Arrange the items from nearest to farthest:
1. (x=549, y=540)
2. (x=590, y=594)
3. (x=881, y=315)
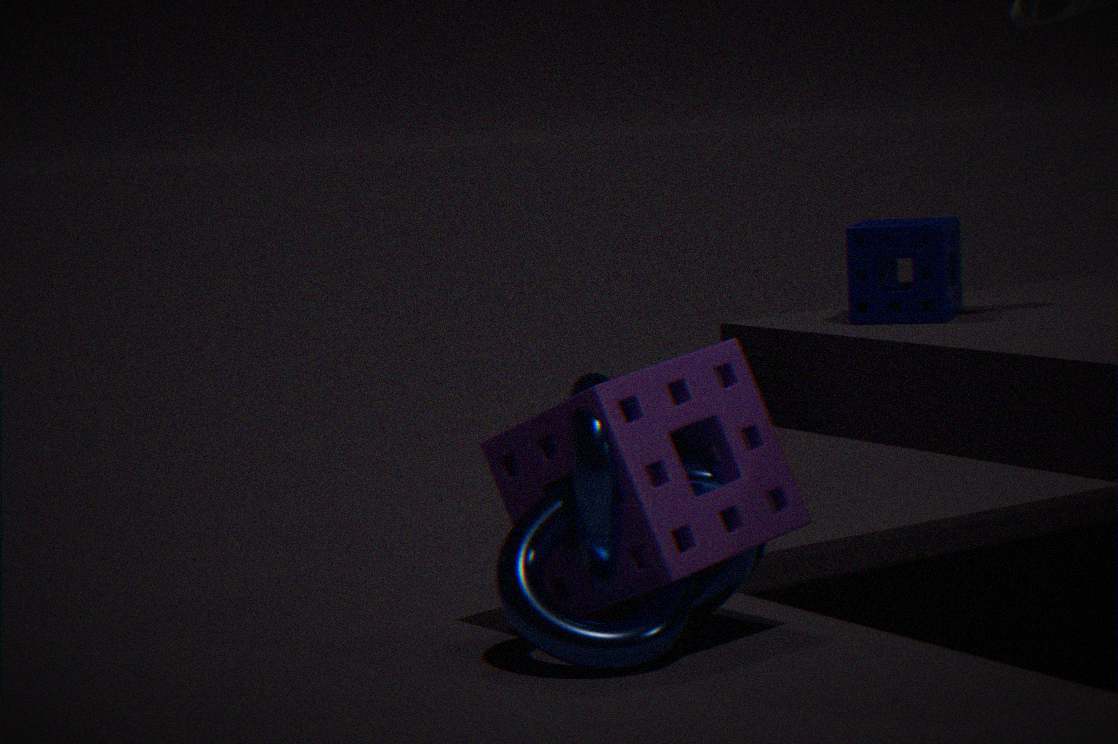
(x=549, y=540) < (x=590, y=594) < (x=881, y=315)
